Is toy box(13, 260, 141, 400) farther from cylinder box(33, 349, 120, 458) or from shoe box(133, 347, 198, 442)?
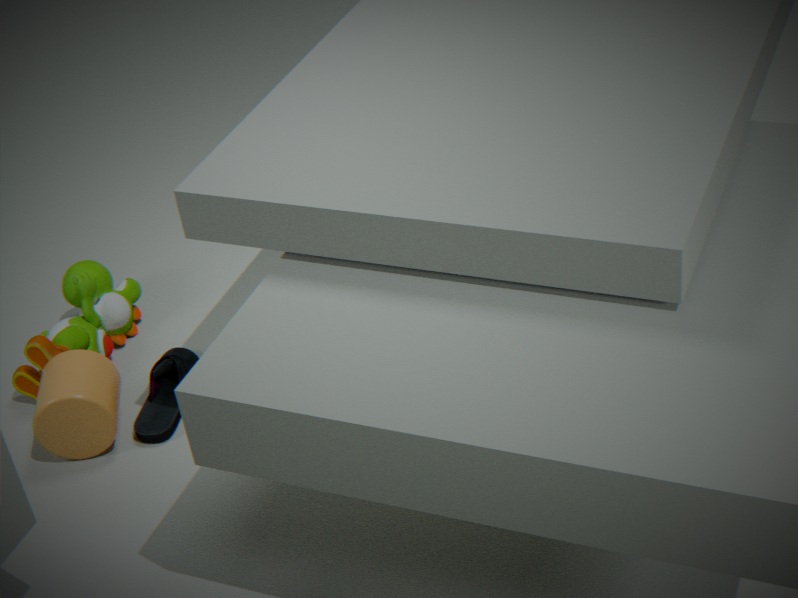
shoe box(133, 347, 198, 442)
